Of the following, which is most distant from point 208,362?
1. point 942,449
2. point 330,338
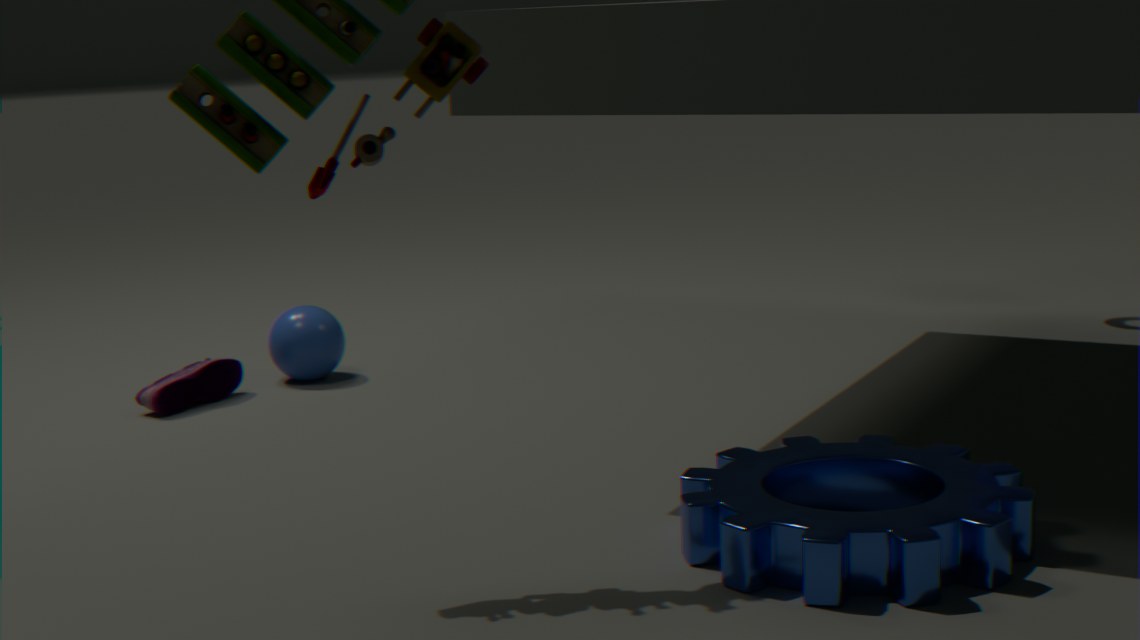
point 942,449
